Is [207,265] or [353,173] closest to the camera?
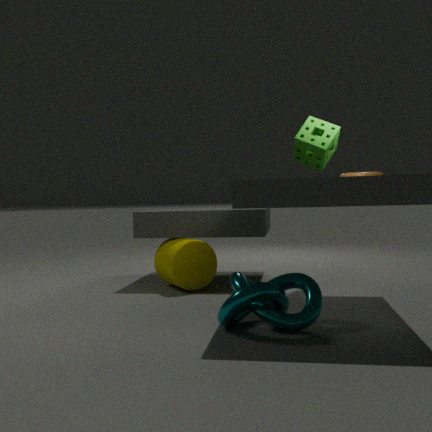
[353,173]
